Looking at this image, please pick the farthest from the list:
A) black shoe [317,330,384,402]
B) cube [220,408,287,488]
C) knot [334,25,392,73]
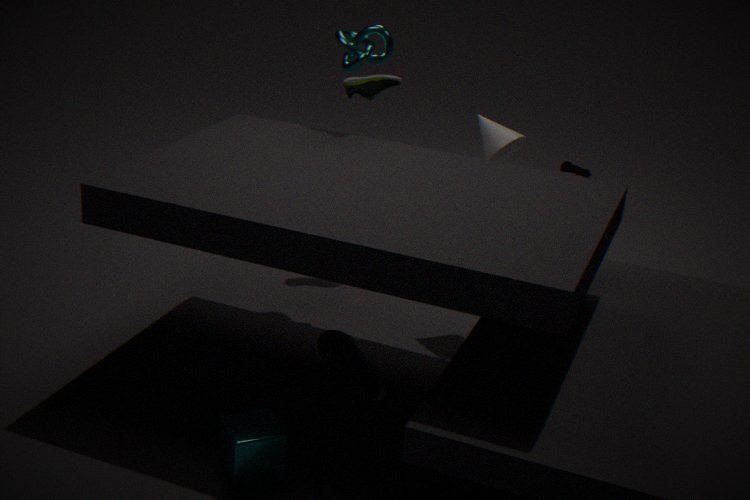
knot [334,25,392,73]
